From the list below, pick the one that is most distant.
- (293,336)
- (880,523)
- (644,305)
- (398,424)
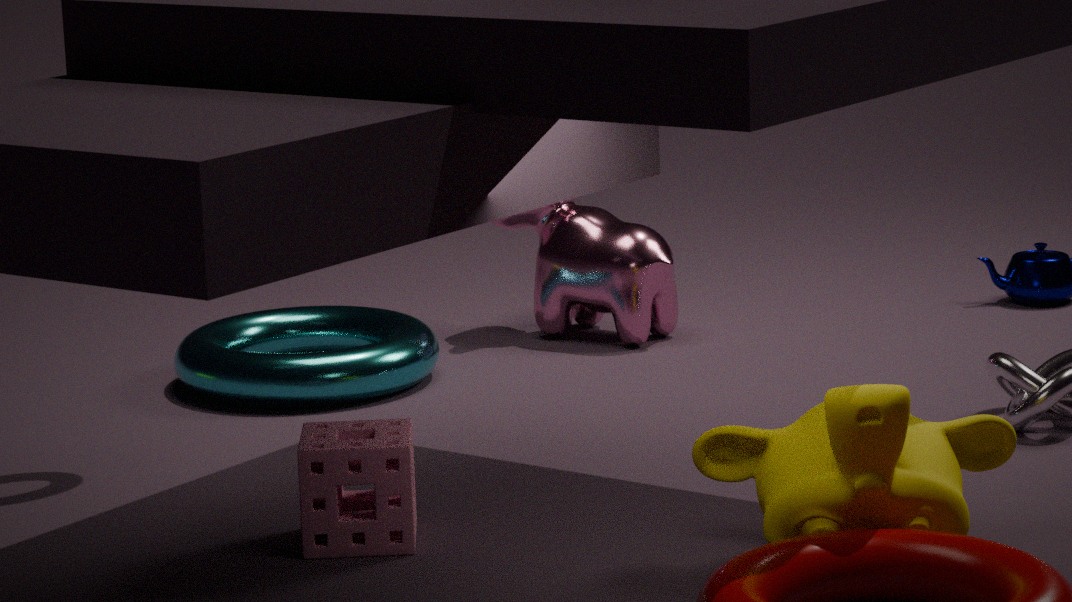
(644,305)
